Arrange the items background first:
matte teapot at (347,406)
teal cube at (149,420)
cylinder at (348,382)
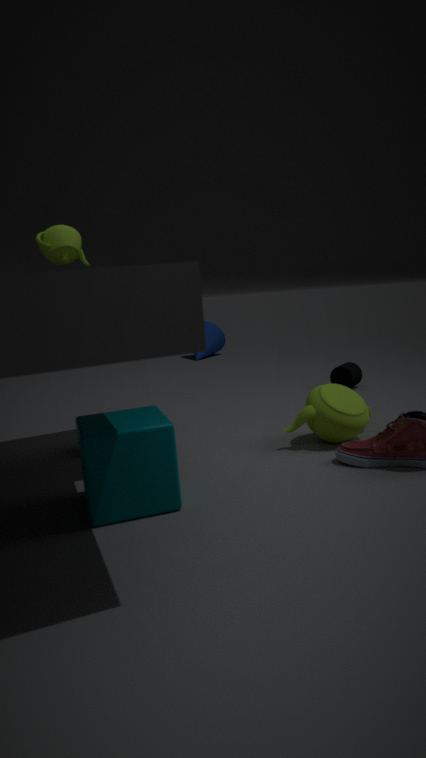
cylinder at (348,382), matte teapot at (347,406), teal cube at (149,420)
